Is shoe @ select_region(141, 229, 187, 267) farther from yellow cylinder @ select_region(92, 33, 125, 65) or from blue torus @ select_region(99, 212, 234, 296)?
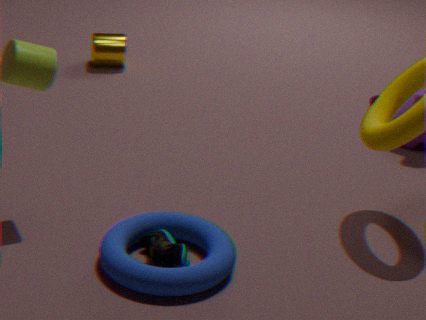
yellow cylinder @ select_region(92, 33, 125, 65)
